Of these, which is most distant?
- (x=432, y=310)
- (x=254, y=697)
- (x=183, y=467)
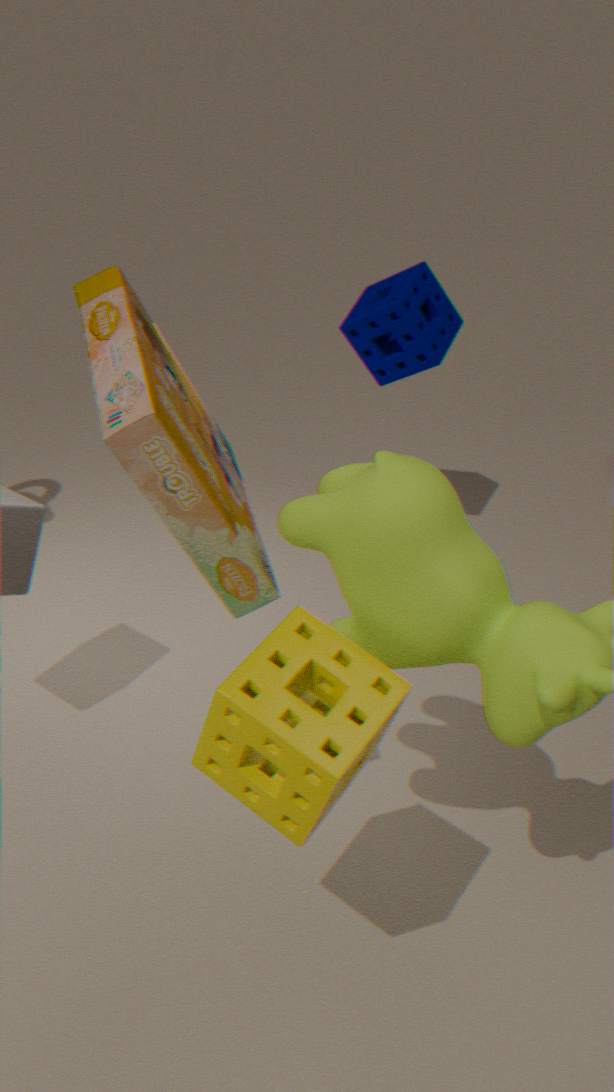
(x=432, y=310)
